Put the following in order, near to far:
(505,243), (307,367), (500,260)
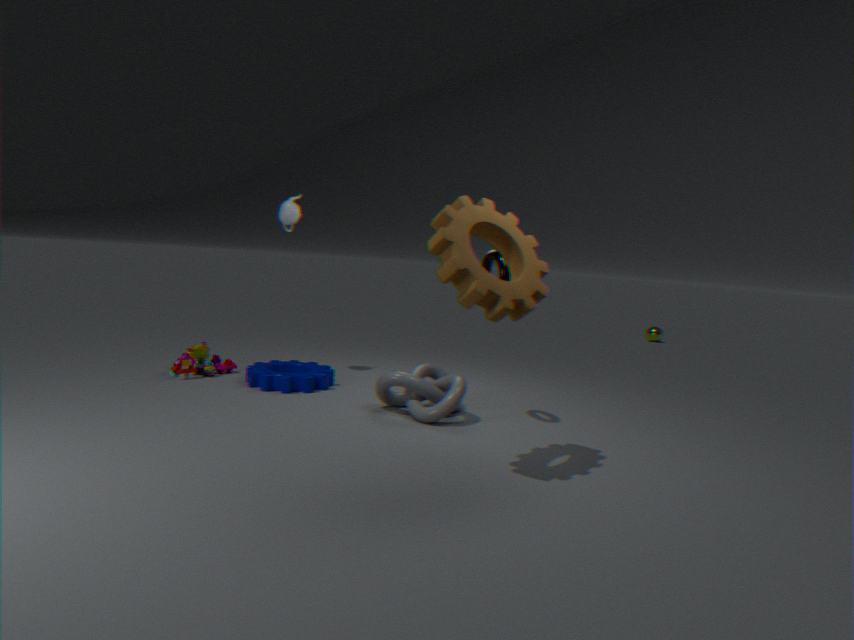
(505,243) → (500,260) → (307,367)
